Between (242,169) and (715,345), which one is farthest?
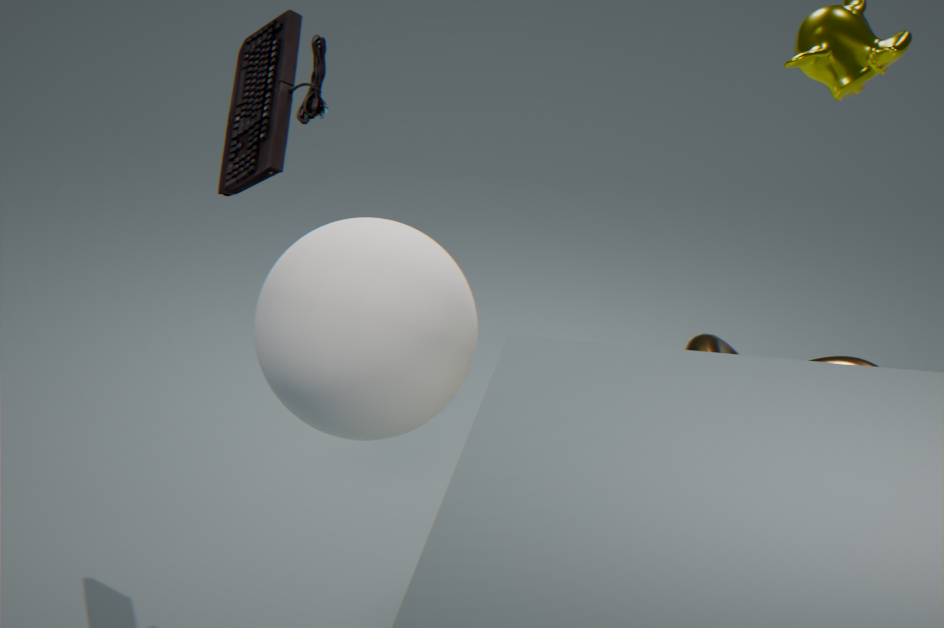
(715,345)
